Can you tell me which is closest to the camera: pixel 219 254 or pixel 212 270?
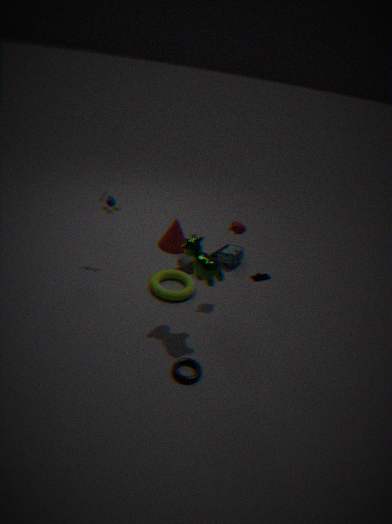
pixel 212 270
